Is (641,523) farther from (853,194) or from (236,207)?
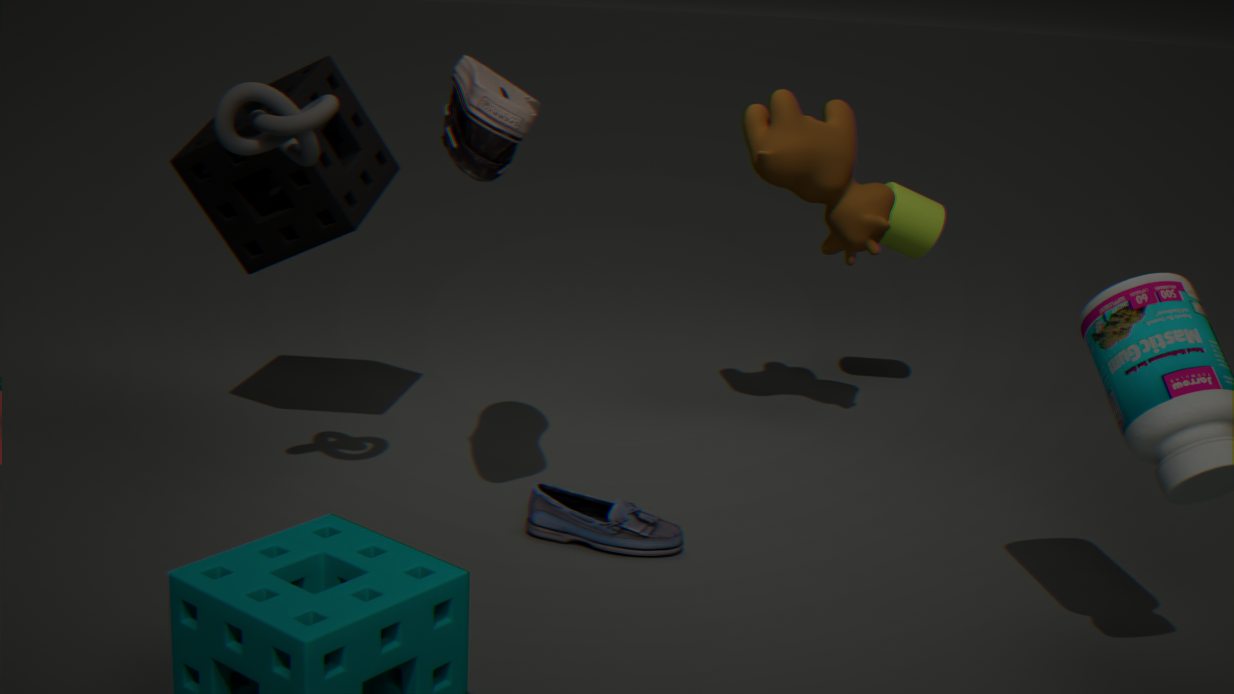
(236,207)
